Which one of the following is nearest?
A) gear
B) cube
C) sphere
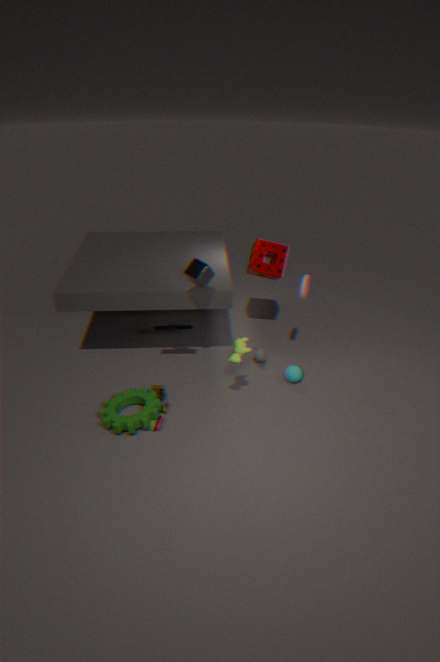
gear
